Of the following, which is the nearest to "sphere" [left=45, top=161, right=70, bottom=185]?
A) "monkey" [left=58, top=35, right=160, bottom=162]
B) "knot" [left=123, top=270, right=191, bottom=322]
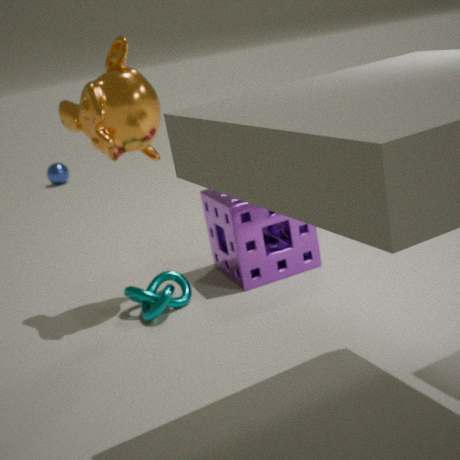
"monkey" [left=58, top=35, right=160, bottom=162]
